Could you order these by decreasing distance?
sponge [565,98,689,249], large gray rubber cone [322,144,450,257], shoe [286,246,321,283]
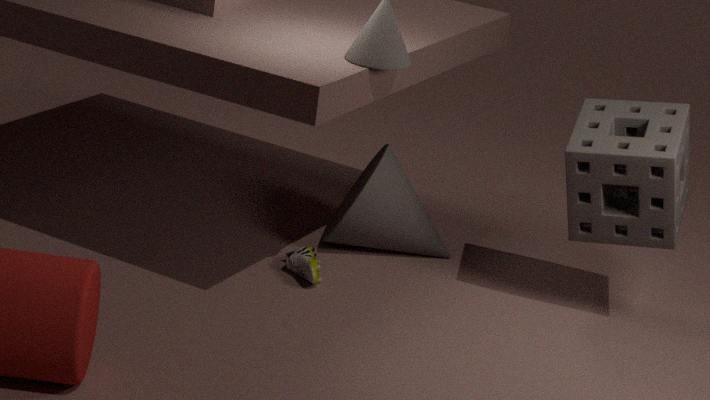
large gray rubber cone [322,144,450,257] < shoe [286,246,321,283] < sponge [565,98,689,249]
